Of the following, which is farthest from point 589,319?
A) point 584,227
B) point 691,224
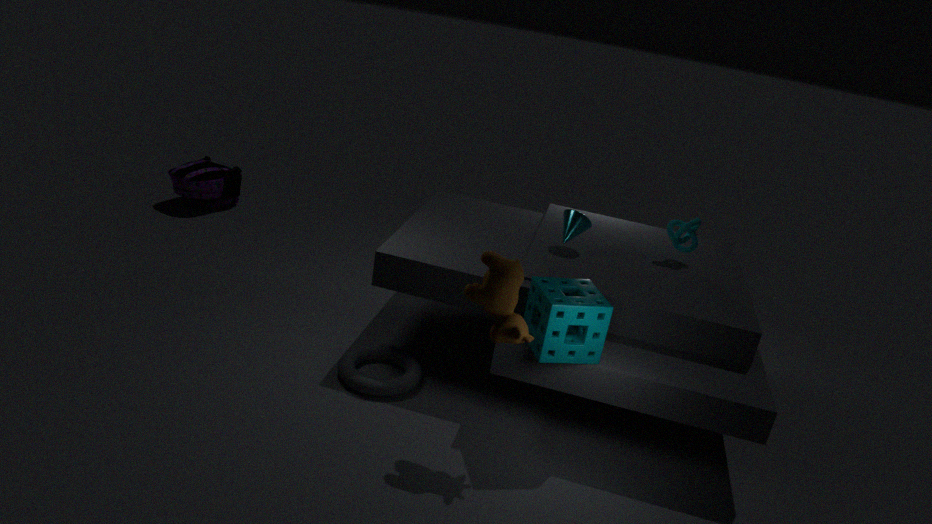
point 691,224
